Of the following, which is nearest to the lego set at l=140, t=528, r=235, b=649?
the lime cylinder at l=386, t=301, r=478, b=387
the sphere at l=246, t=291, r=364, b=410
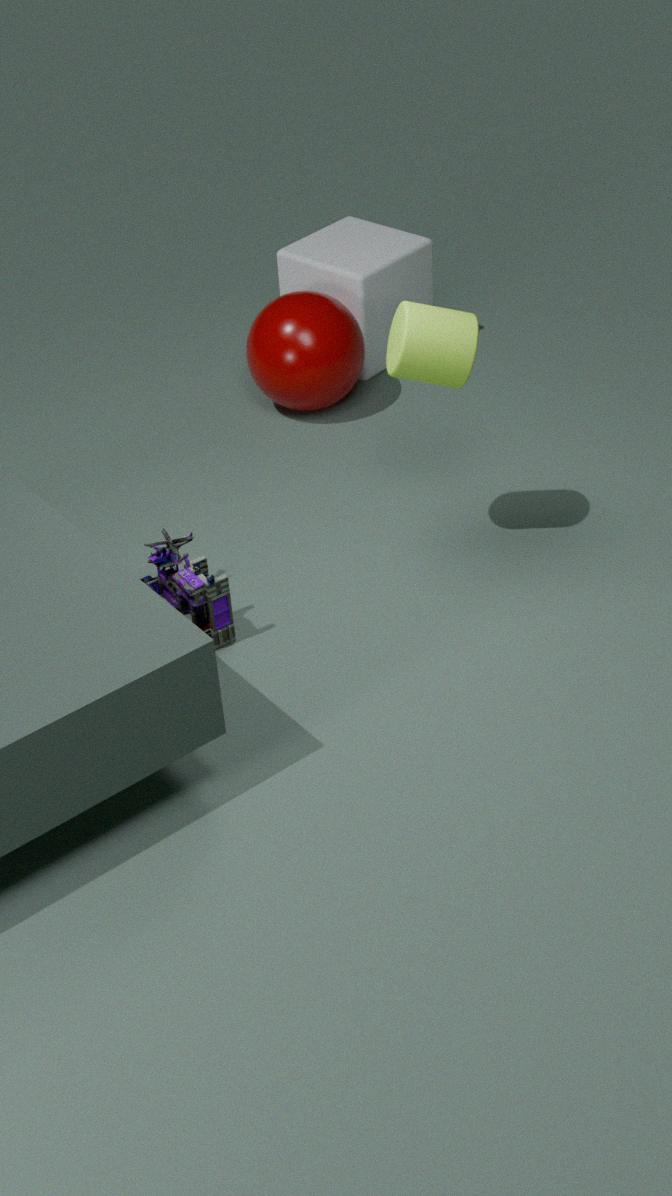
the lime cylinder at l=386, t=301, r=478, b=387
